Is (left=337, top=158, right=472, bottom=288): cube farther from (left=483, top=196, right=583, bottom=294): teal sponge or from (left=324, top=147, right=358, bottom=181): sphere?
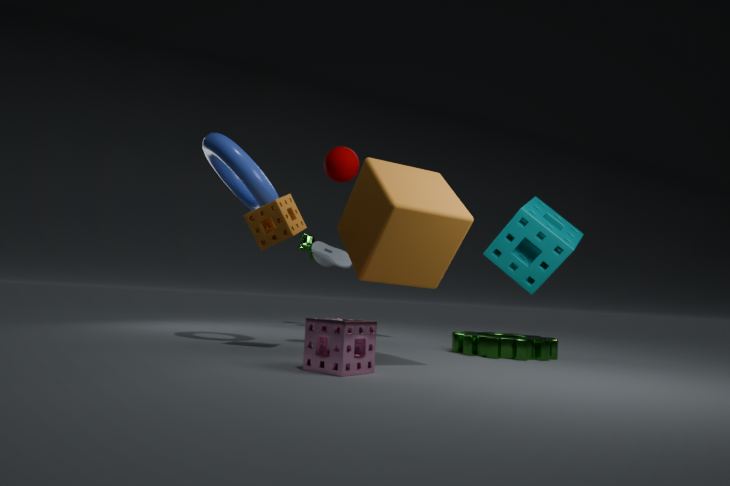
(left=483, top=196, right=583, bottom=294): teal sponge
